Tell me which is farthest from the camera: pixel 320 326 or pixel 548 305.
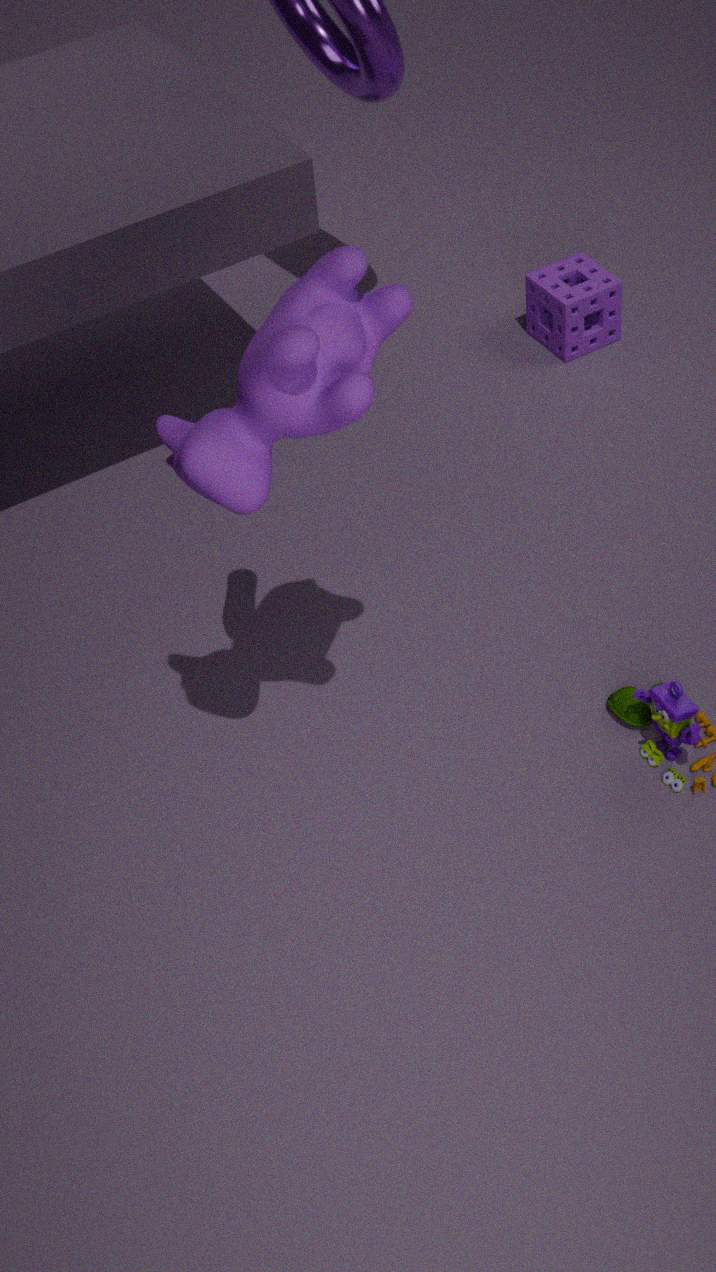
pixel 548 305
